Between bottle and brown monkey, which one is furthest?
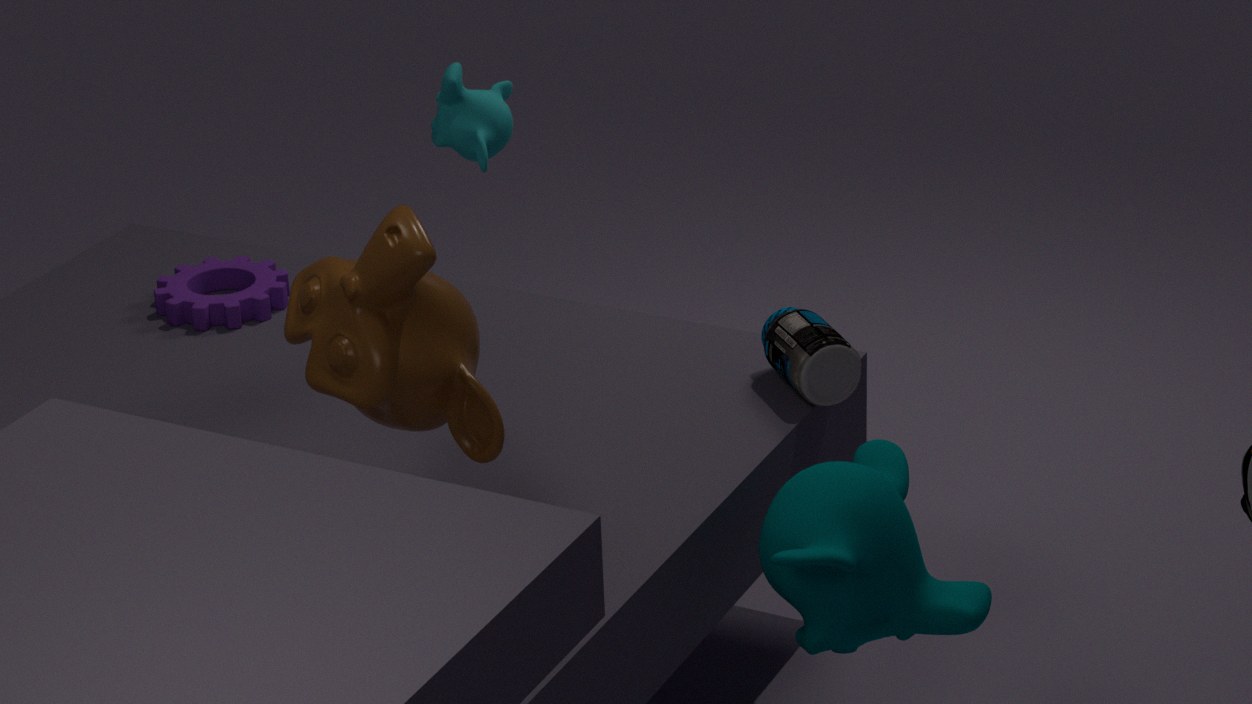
bottle
